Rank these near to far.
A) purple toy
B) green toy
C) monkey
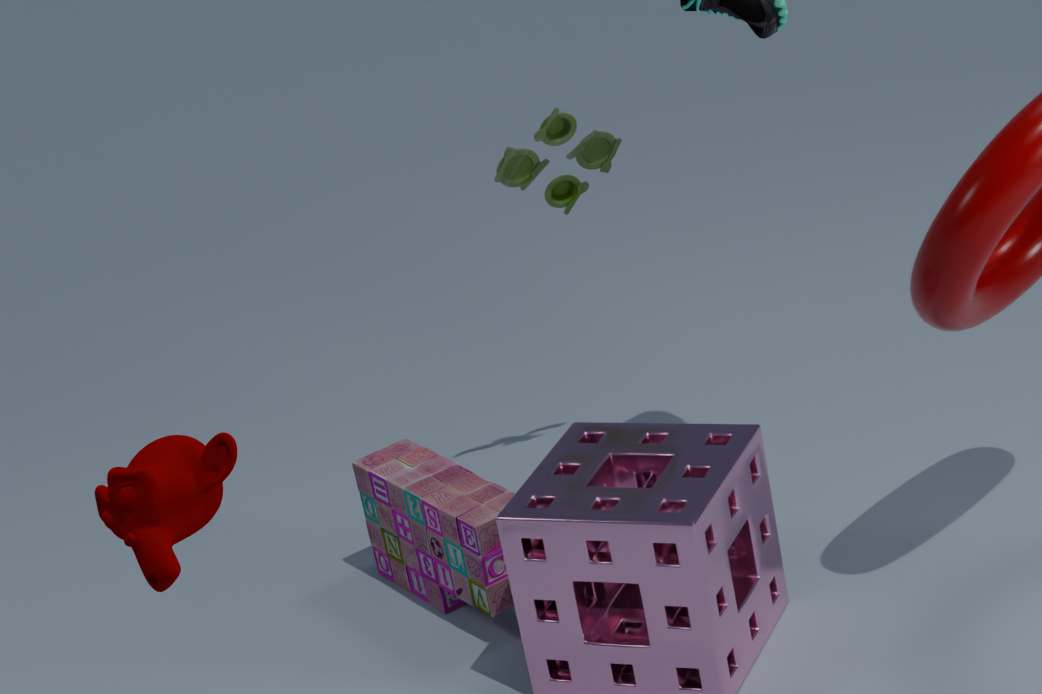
monkey → purple toy → green toy
